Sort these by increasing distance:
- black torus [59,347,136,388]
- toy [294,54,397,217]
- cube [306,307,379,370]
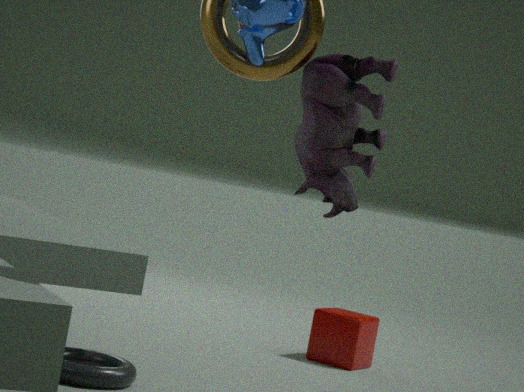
toy [294,54,397,217] → black torus [59,347,136,388] → cube [306,307,379,370]
